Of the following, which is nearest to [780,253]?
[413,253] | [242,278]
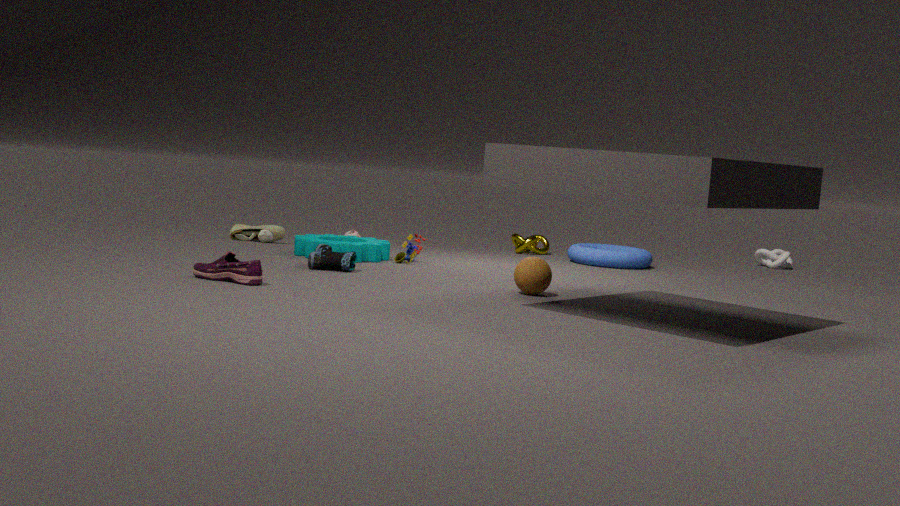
[413,253]
